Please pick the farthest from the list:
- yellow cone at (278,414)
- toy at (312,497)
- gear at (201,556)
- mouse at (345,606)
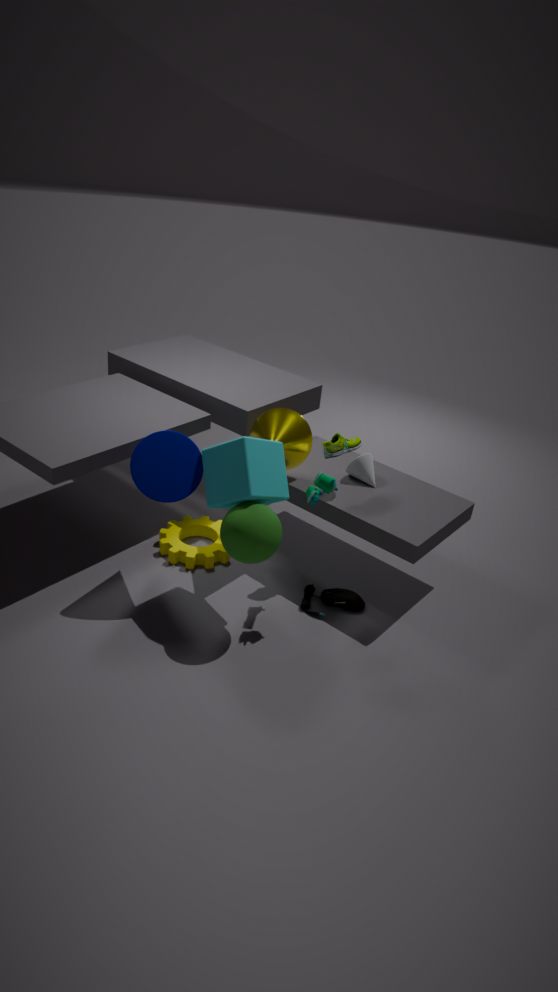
gear at (201,556)
